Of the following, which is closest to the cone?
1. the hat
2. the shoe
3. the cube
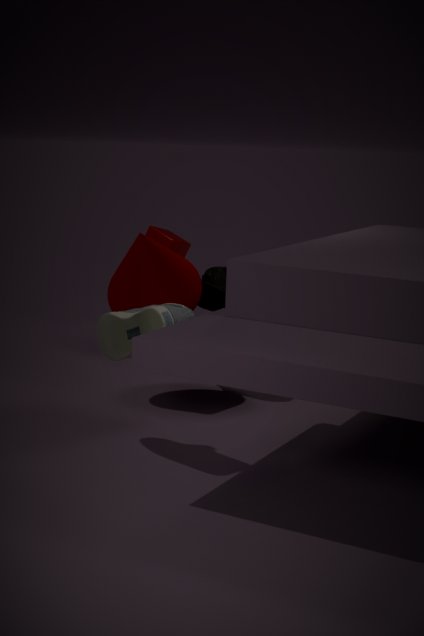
the hat
